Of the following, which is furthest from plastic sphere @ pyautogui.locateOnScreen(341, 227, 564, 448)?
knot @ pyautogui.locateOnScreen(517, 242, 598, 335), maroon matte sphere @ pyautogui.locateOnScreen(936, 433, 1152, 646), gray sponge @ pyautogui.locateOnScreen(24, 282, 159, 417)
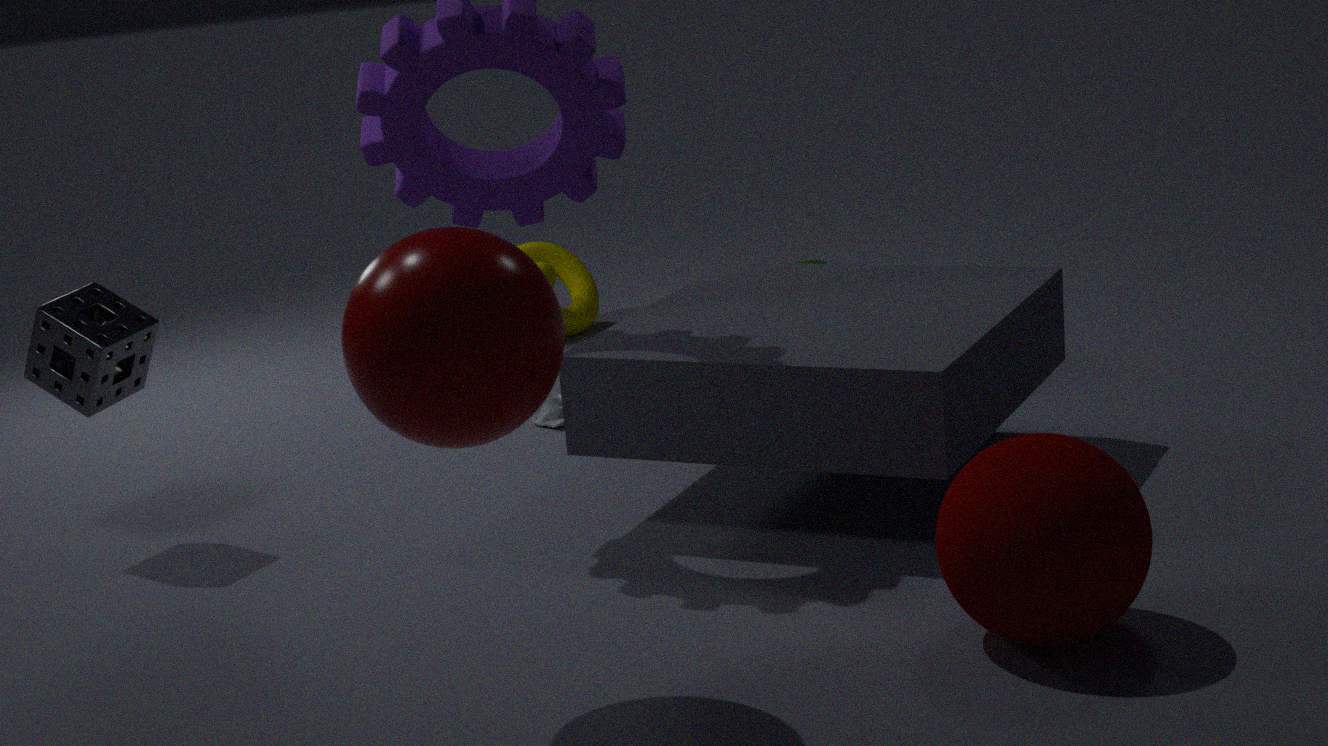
knot @ pyautogui.locateOnScreen(517, 242, 598, 335)
